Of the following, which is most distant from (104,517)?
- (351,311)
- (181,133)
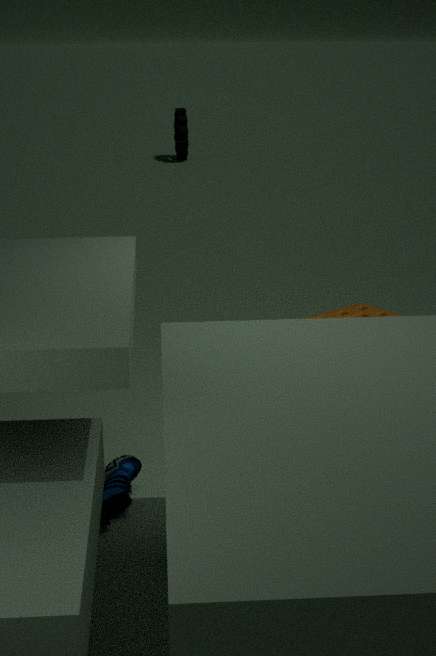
(181,133)
